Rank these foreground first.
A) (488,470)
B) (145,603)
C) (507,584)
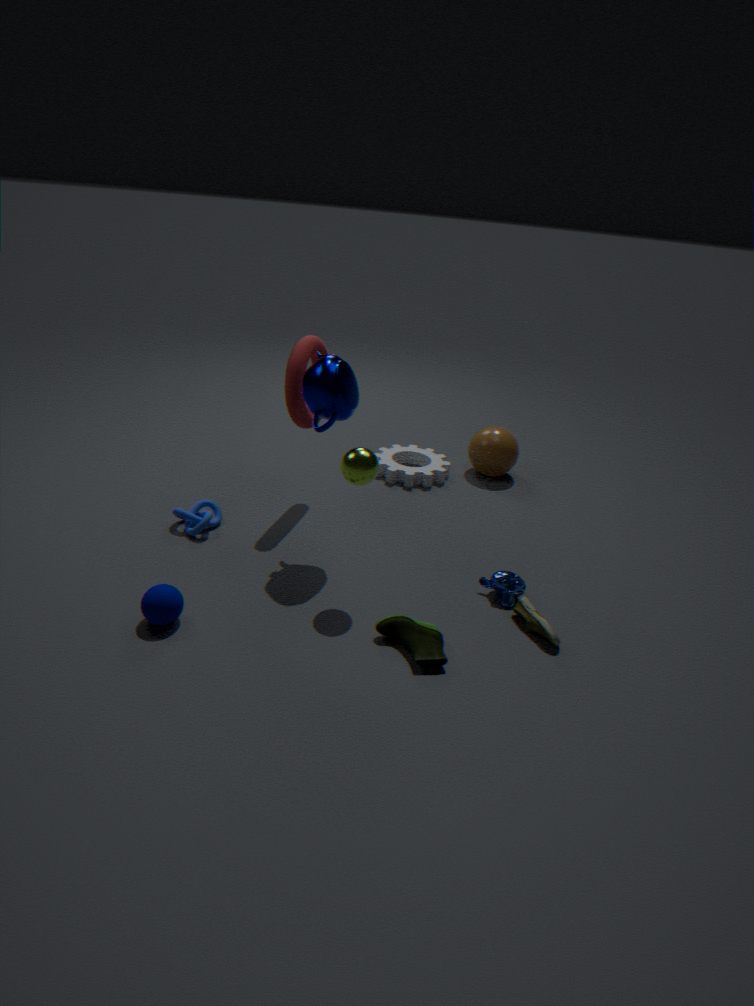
(145,603) → (507,584) → (488,470)
